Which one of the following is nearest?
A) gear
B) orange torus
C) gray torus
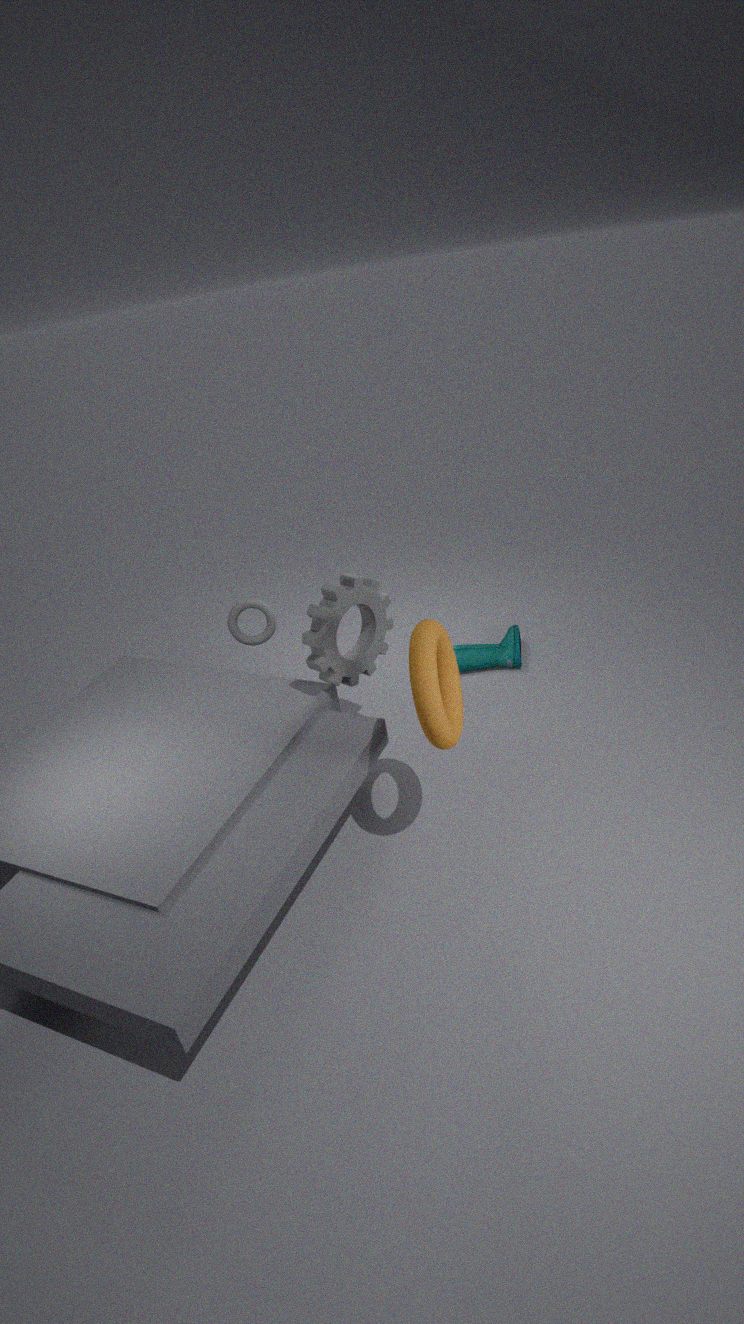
orange torus
